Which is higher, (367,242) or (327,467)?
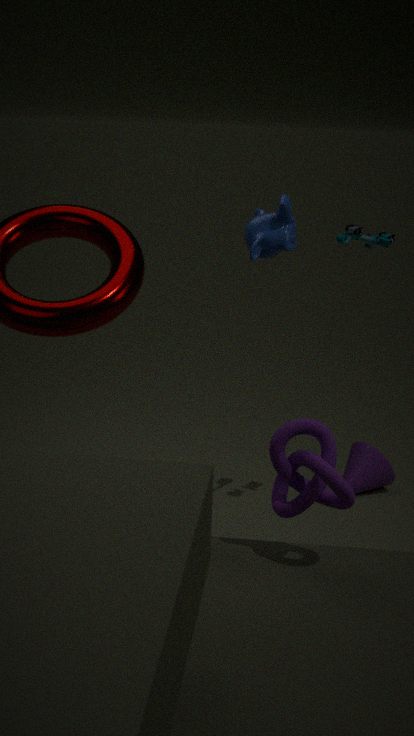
(367,242)
